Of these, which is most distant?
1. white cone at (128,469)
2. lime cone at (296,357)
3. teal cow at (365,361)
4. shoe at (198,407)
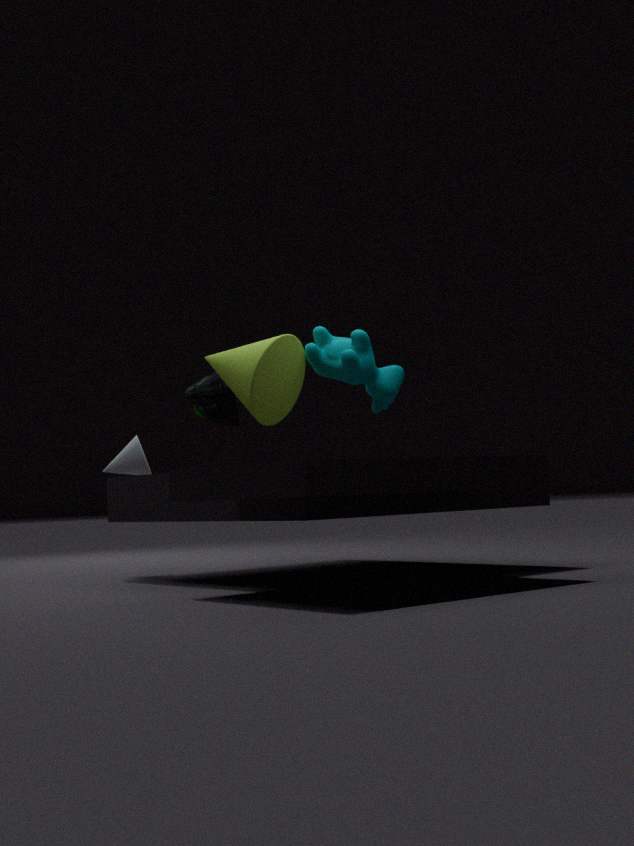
shoe at (198,407)
